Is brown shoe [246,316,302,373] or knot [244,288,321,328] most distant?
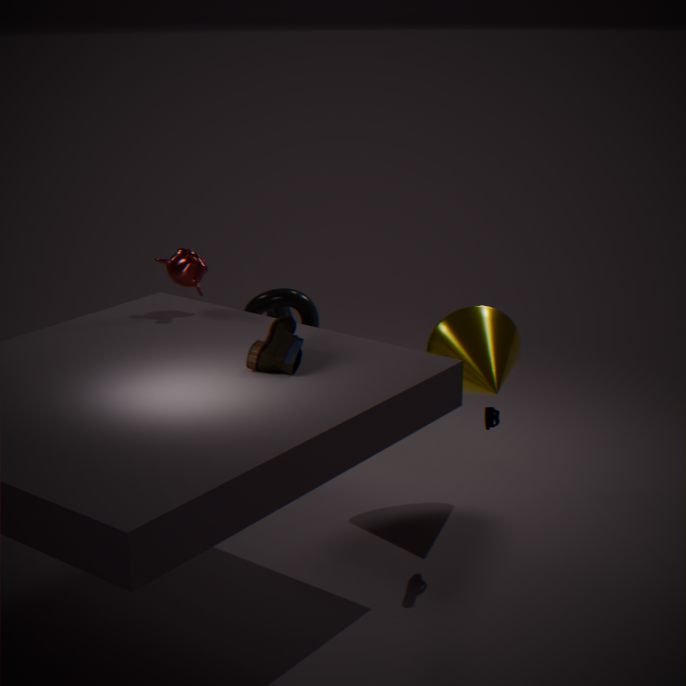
knot [244,288,321,328]
